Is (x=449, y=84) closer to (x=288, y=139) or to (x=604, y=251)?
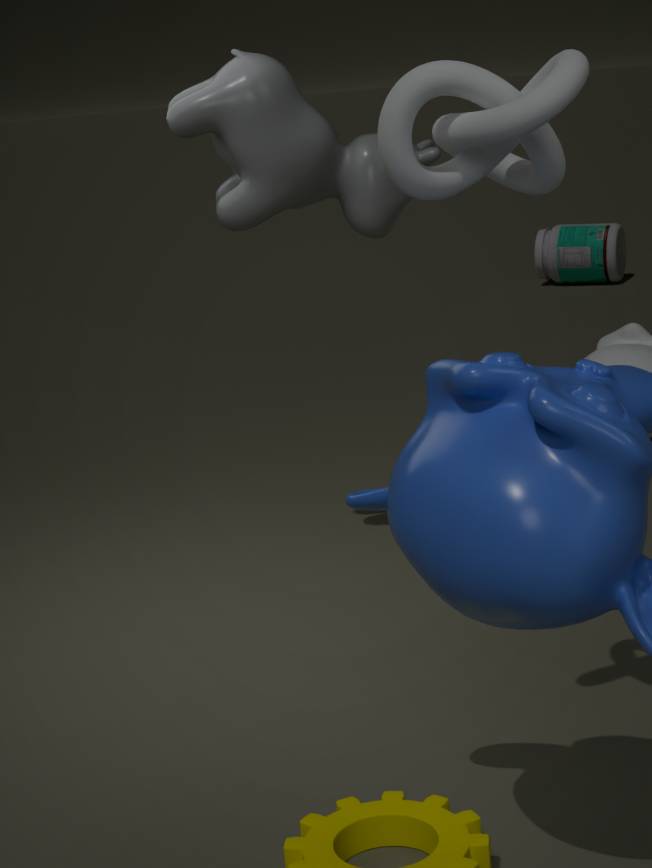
(x=288, y=139)
